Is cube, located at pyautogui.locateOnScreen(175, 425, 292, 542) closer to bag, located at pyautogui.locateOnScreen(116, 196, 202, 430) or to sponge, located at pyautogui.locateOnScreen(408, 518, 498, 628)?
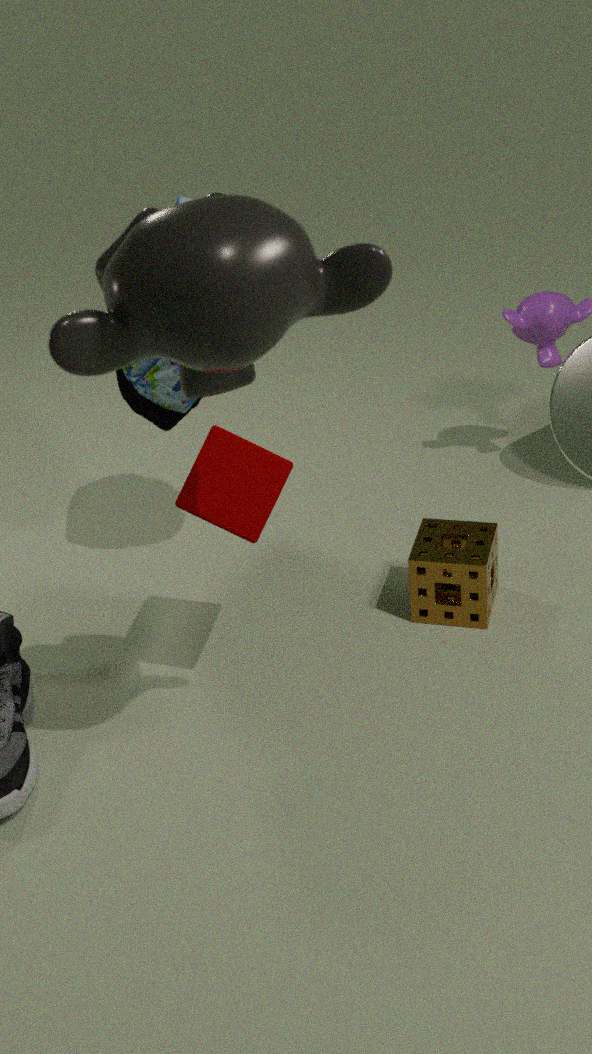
bag, located at pyautogui.locateOnScreen(116, 196, 202, 430)
